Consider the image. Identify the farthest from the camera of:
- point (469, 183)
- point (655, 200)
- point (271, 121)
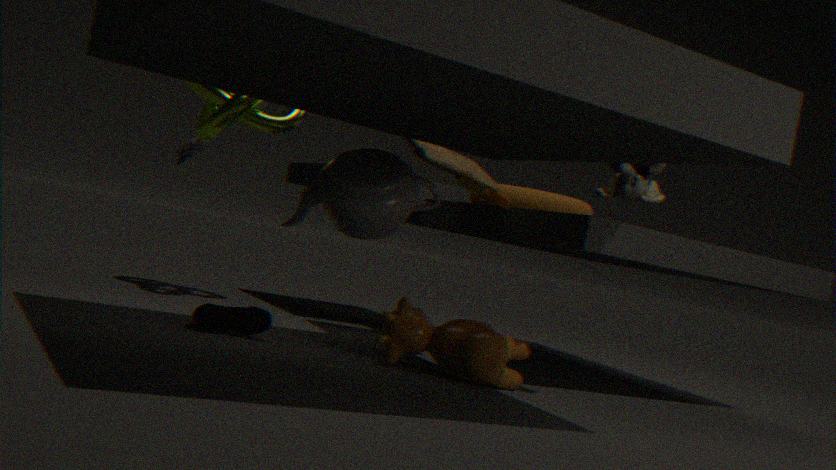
point (271, 121)
